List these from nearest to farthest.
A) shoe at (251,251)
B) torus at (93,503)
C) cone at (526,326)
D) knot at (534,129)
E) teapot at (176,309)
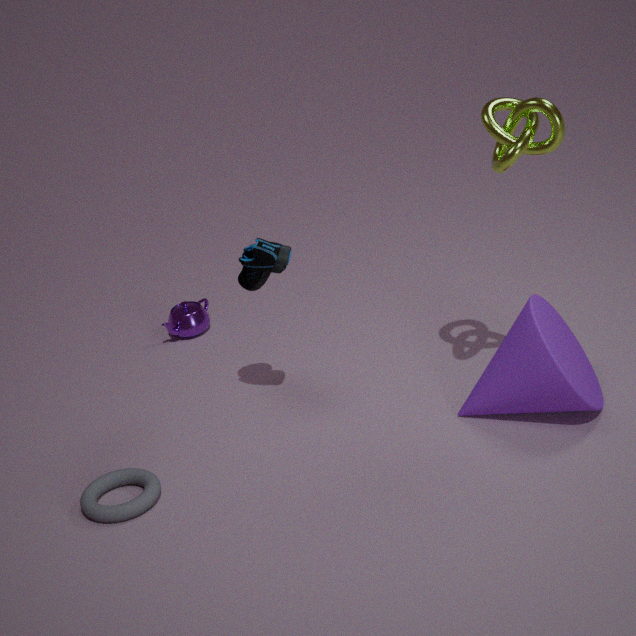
knot at (534,129)
cone at (526,326)
torus at (93,503)
shoe at (251,251)
teapot at (176,309)
